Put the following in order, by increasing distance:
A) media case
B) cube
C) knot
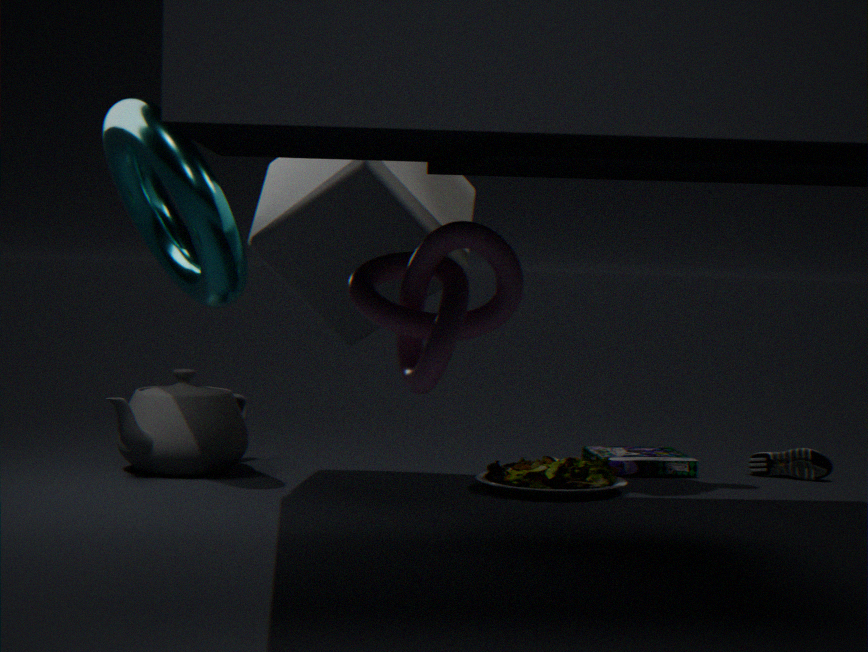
knot, cube, media case
